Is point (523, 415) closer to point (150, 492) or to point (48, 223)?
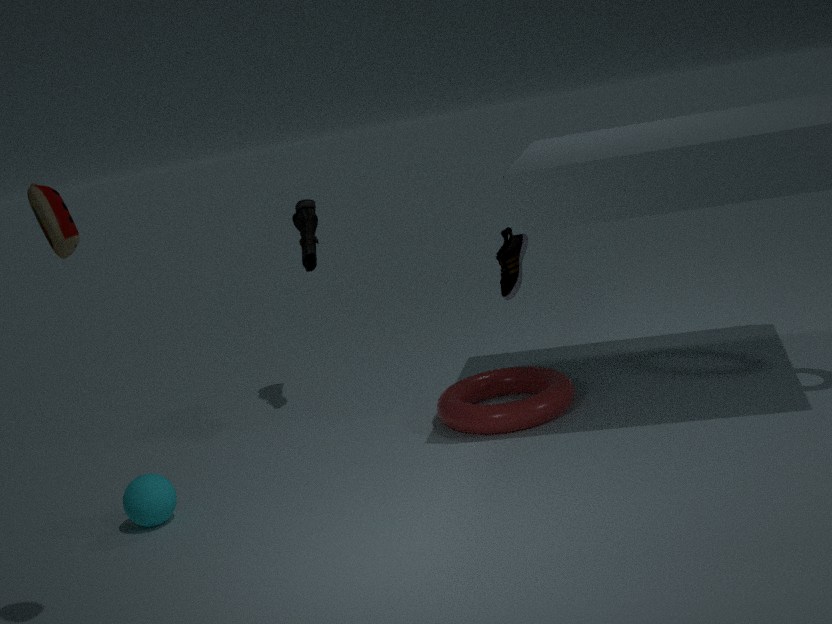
point (150, 492)
